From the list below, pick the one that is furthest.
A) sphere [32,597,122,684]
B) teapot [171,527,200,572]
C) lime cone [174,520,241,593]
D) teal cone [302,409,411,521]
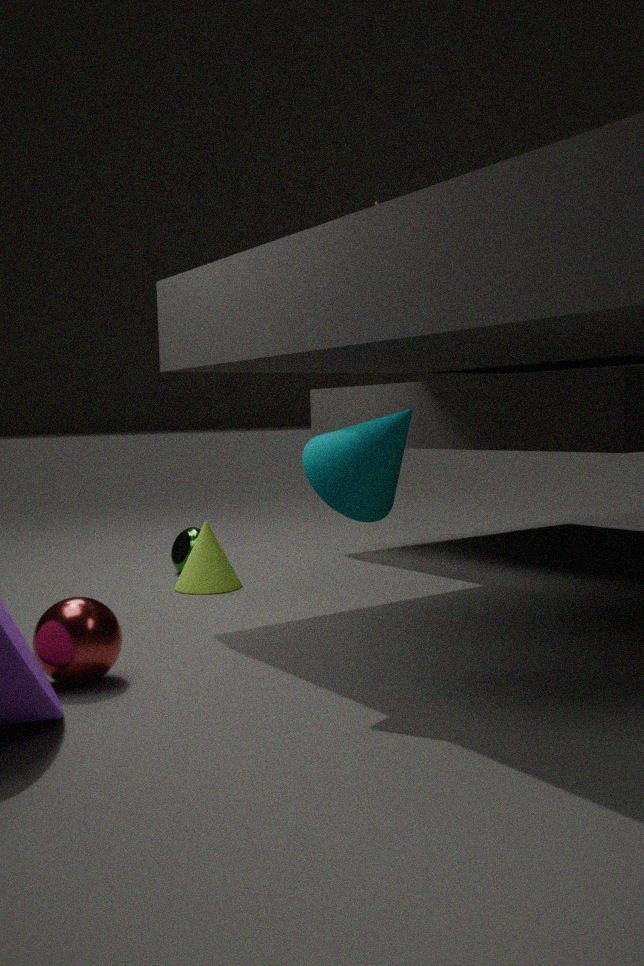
teapot [171,527,200,572]
